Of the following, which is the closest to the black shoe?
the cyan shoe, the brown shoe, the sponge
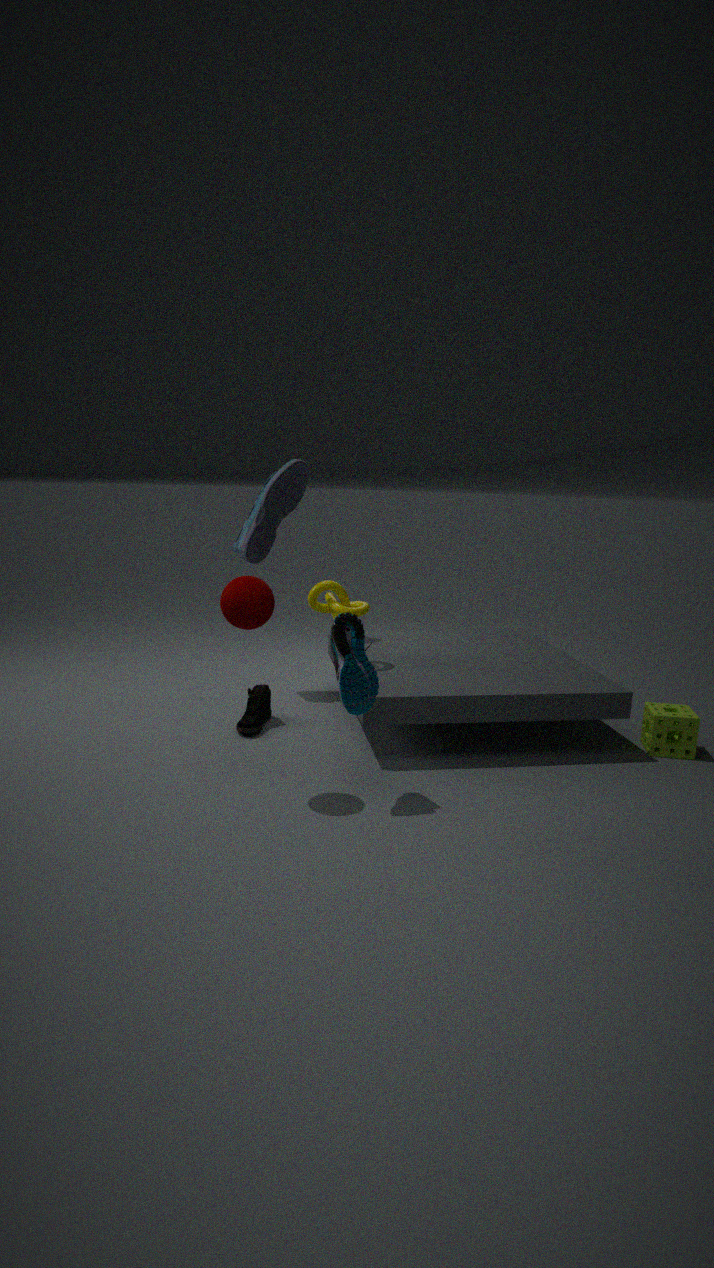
the brown shoe
